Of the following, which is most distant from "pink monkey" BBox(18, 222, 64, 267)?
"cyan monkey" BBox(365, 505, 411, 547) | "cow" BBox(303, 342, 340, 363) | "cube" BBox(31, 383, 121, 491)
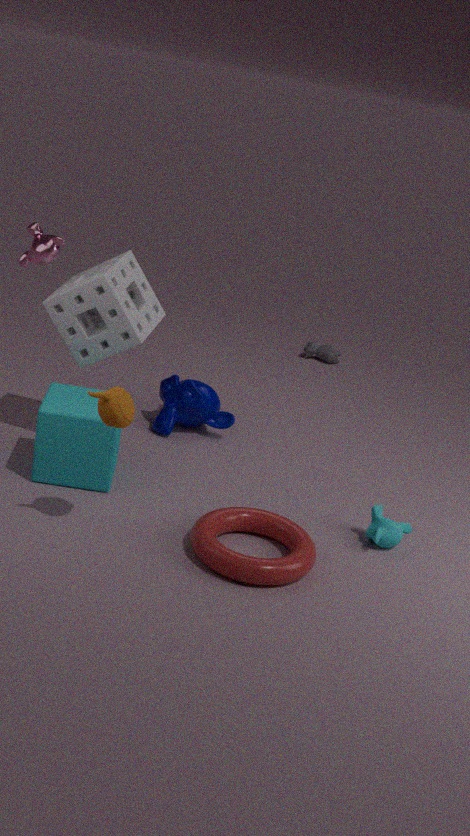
"cow" BBox(303, 342, 340, 363)
